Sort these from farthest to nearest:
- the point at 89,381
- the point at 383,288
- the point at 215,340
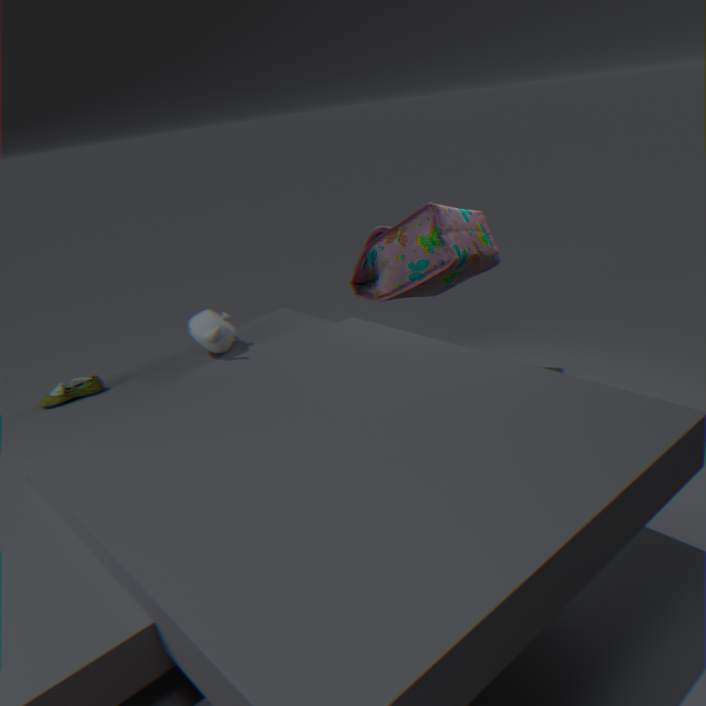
the point at 383,288 < the point at 215,340 < the point at 89,381
